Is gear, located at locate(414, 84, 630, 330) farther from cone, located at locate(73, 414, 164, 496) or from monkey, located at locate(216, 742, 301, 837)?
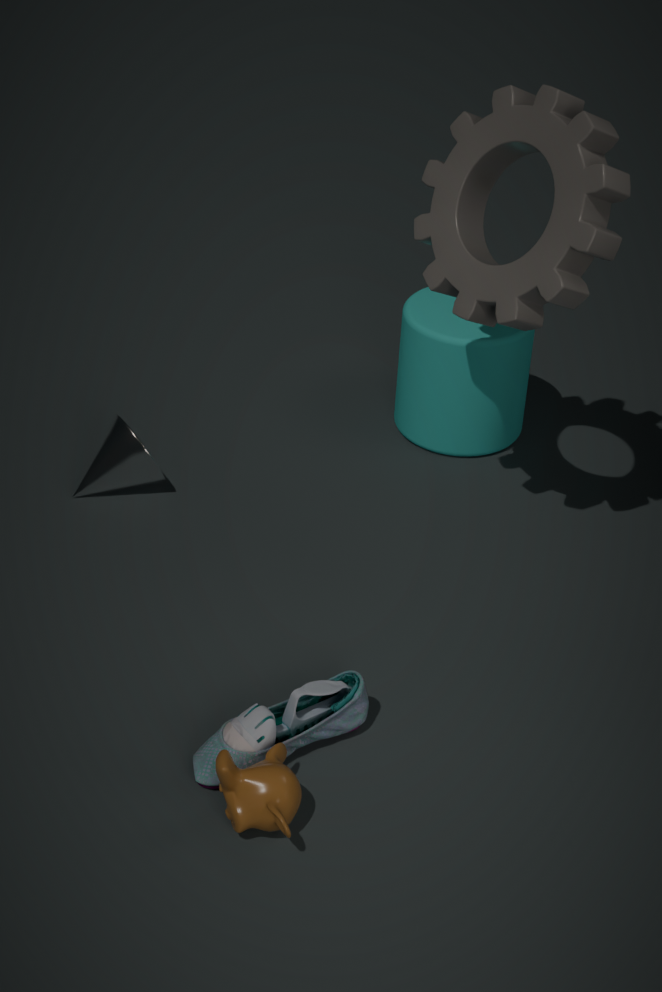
monkey, located at locate(216, 742, 301, 837)
